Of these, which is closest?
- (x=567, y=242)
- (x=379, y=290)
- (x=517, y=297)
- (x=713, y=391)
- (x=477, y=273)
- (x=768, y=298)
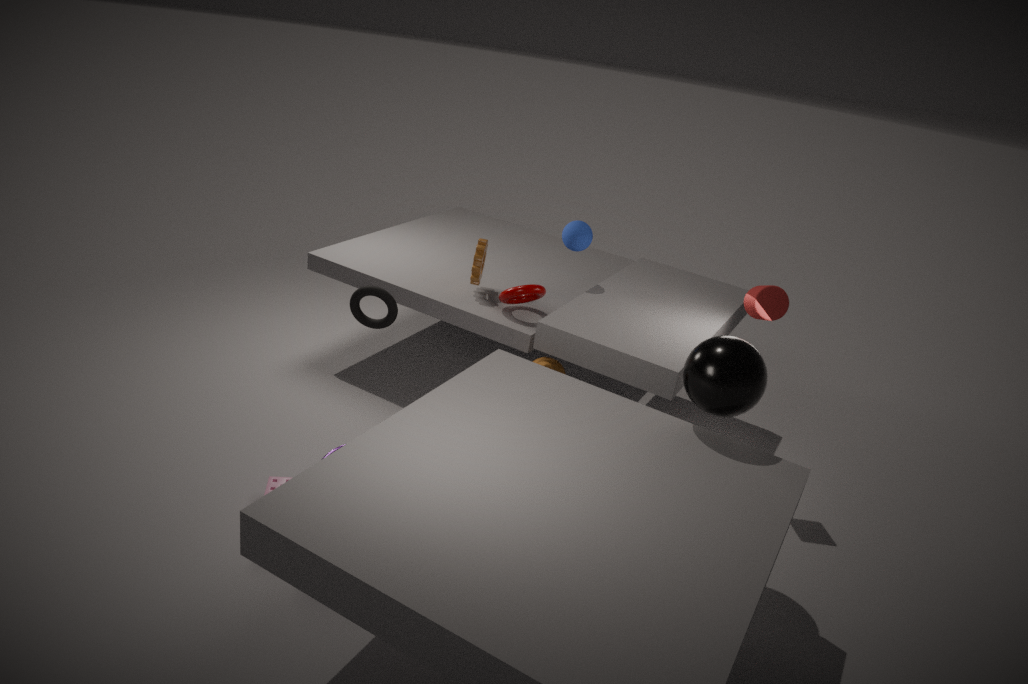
(x=713, y=391)
